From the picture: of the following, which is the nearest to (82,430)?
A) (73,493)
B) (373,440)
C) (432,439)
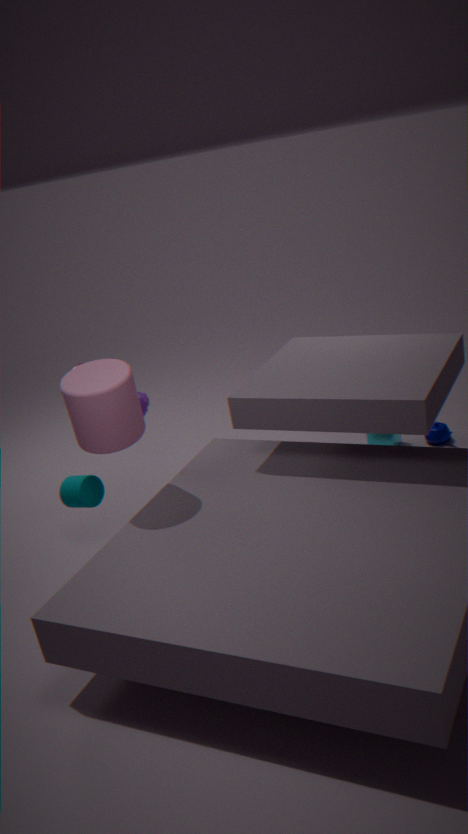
(73,493)
